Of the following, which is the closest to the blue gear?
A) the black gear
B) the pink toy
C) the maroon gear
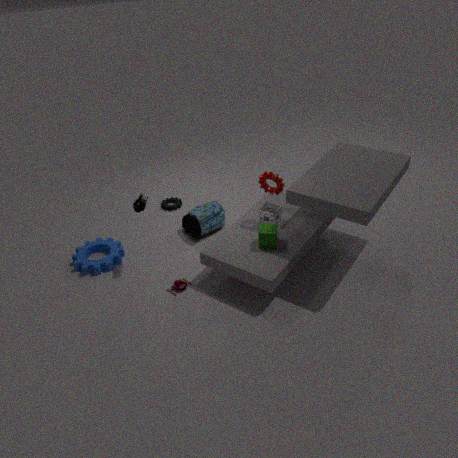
the pink toy
